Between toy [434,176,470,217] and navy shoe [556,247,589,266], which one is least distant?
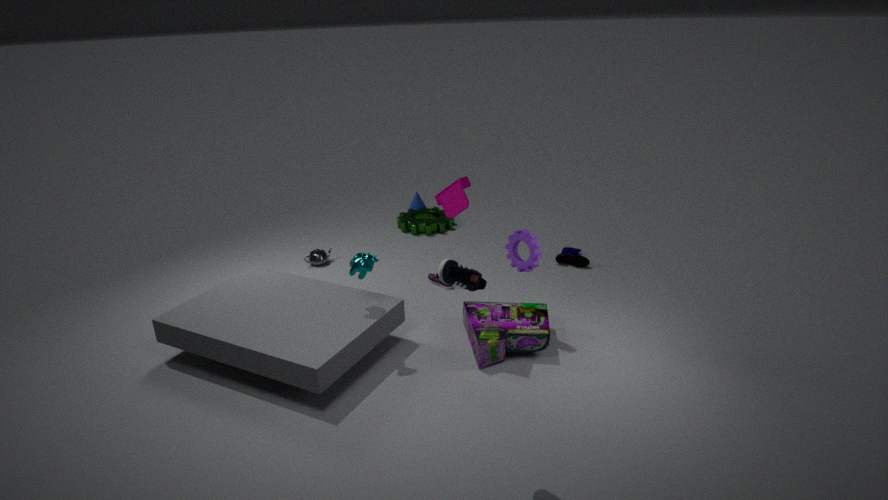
toy [434,176,470,217]
